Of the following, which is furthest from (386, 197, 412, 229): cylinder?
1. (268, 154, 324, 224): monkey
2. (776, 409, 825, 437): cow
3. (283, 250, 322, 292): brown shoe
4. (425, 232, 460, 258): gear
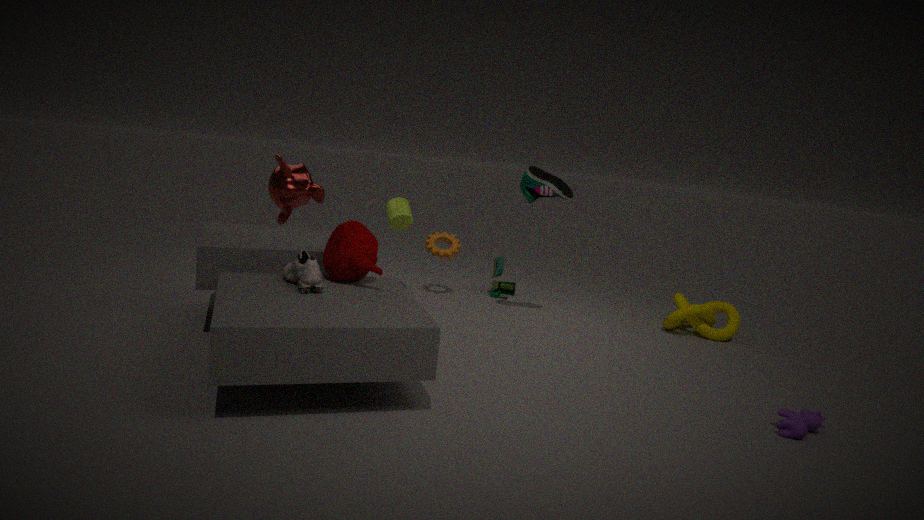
(776, 409, 825, 437): cow
